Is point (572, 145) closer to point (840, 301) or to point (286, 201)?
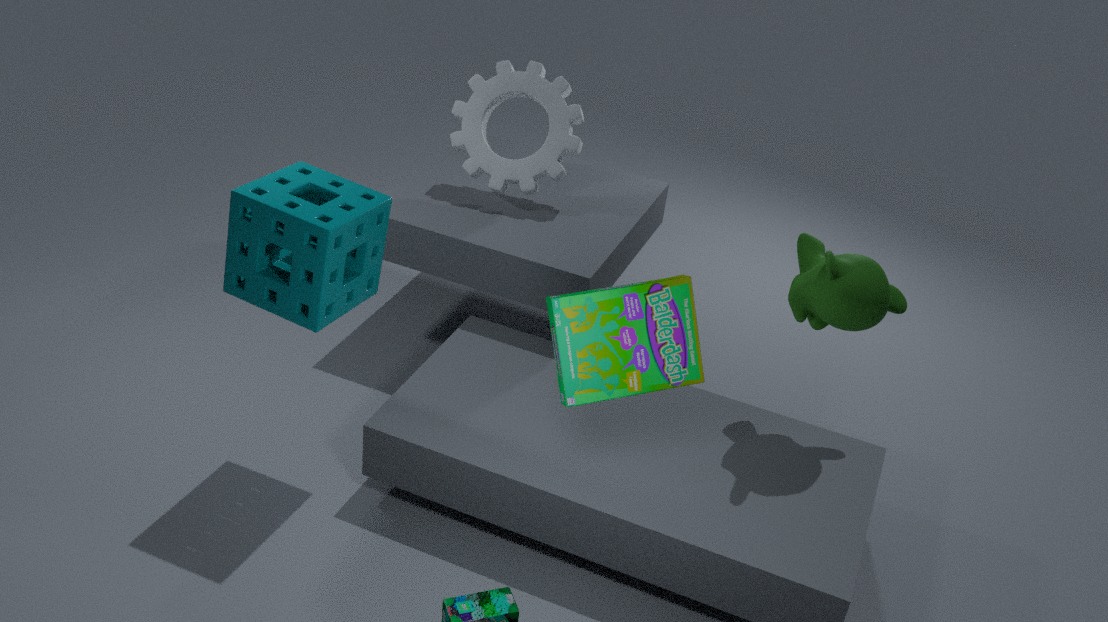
point (286, 201)
